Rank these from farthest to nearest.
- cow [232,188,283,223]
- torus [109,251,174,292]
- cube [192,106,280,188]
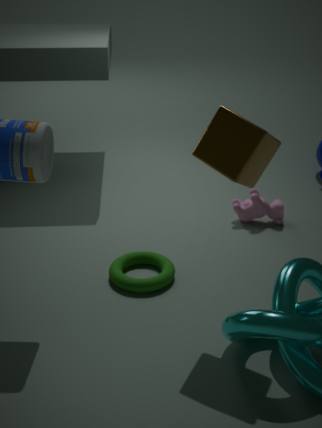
cow [232,188,283,223]
torus [109,251,174,292]
cube [192,106,280,188]
